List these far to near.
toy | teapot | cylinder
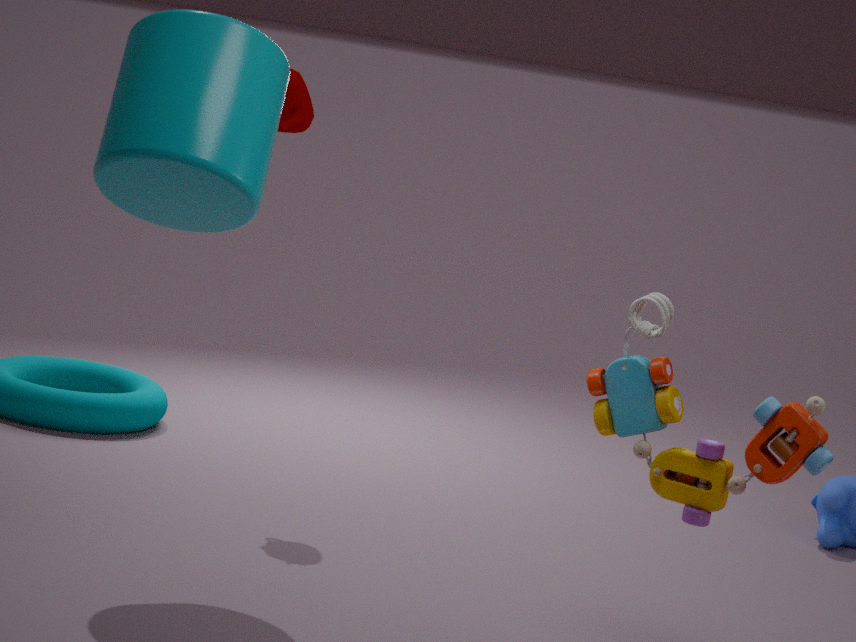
teapot
cylinder
toy
